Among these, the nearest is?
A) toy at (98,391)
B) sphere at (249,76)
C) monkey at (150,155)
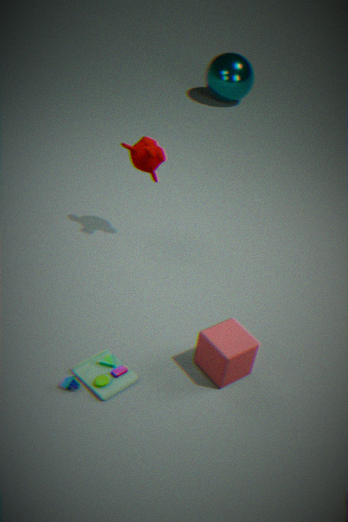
A. toy at (98,391)
